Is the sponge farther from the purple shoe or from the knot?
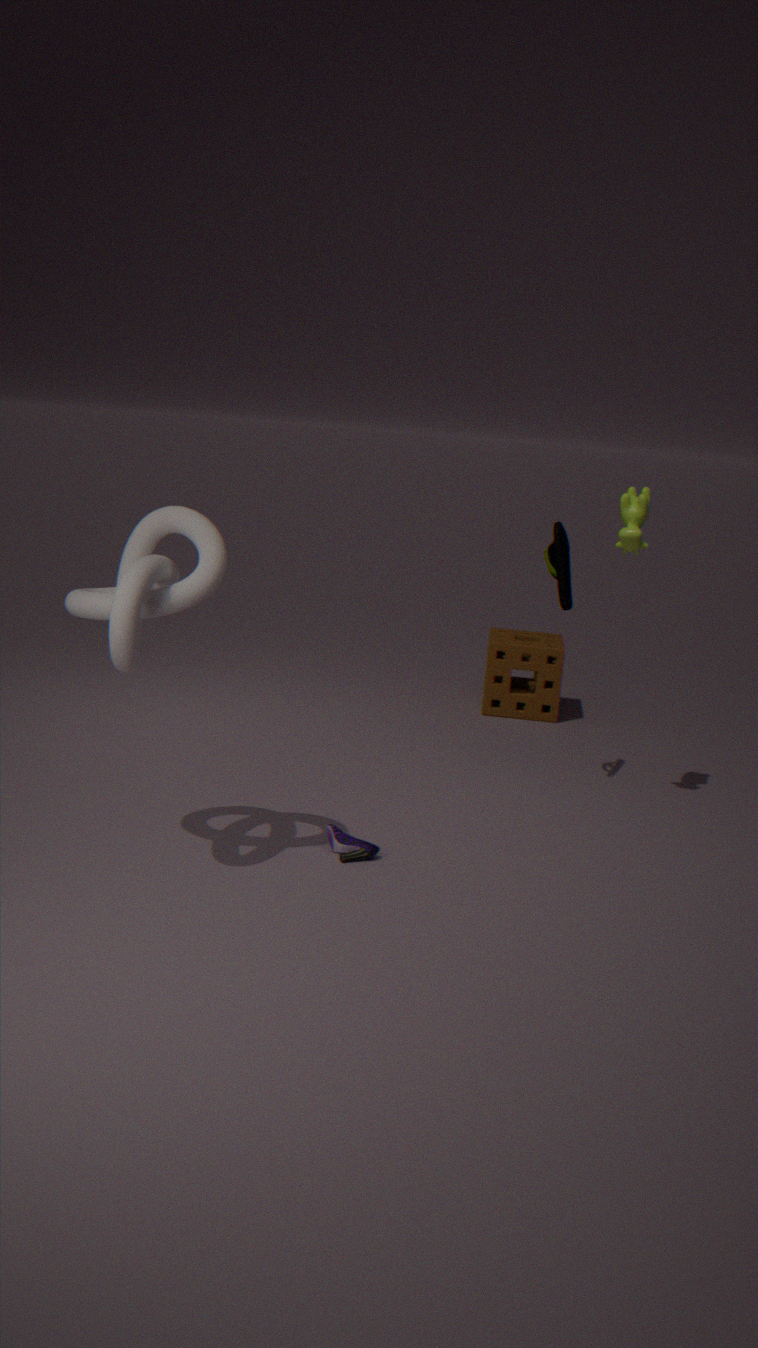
the knot
